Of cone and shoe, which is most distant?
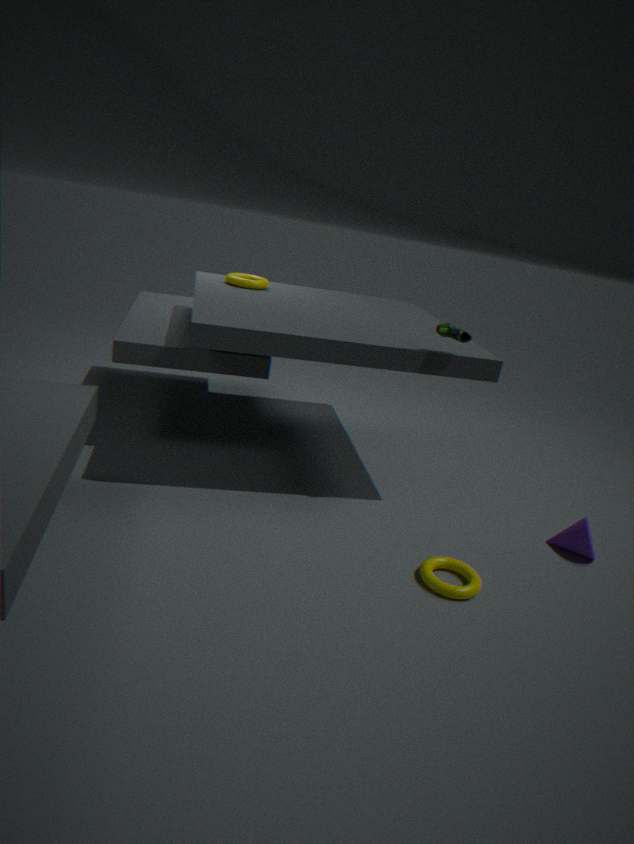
cone
